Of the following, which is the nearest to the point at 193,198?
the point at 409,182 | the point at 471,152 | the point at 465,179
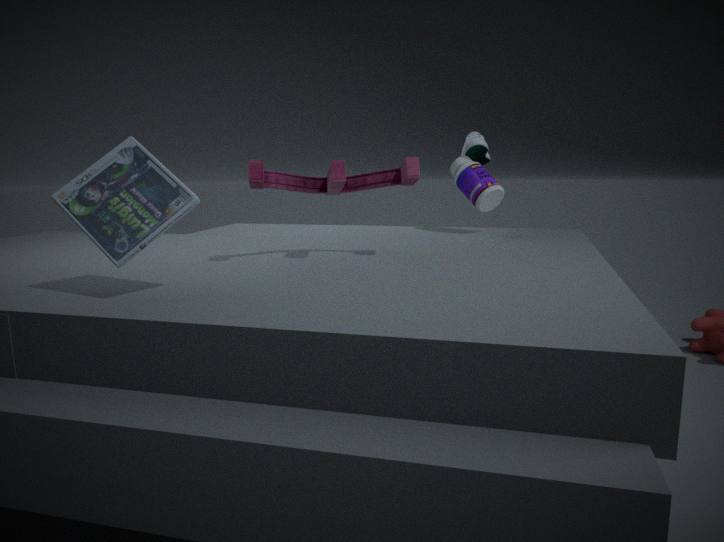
the point at 409,182
